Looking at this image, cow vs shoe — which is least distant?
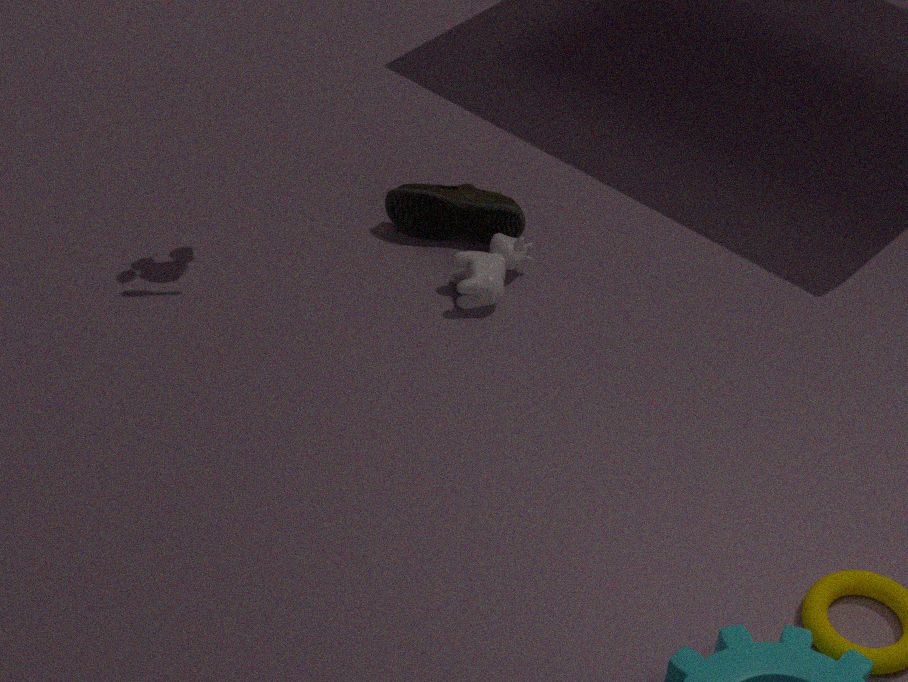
cow
